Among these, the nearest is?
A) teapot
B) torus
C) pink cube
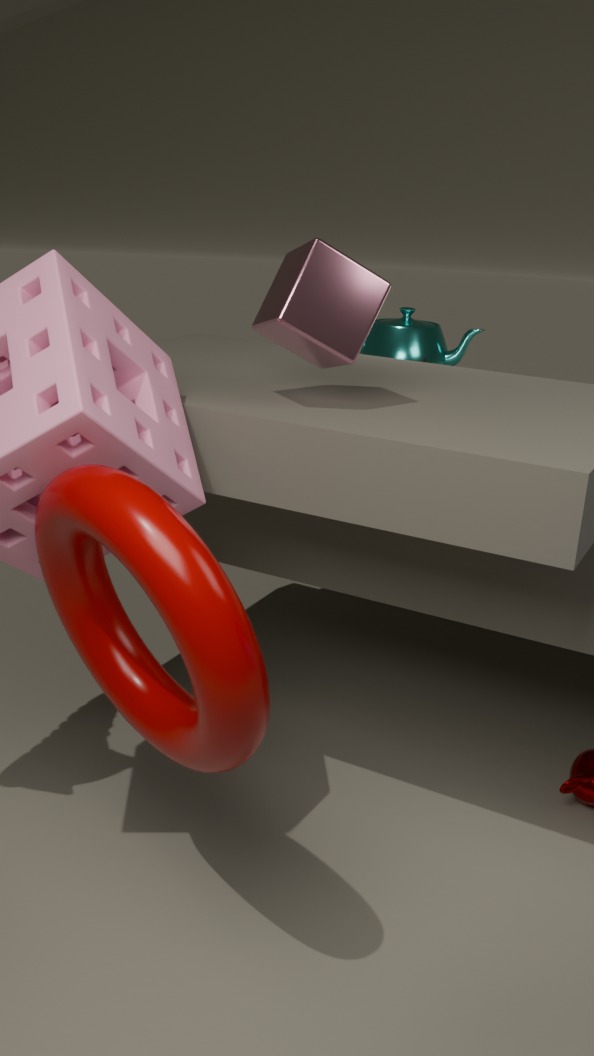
torus
